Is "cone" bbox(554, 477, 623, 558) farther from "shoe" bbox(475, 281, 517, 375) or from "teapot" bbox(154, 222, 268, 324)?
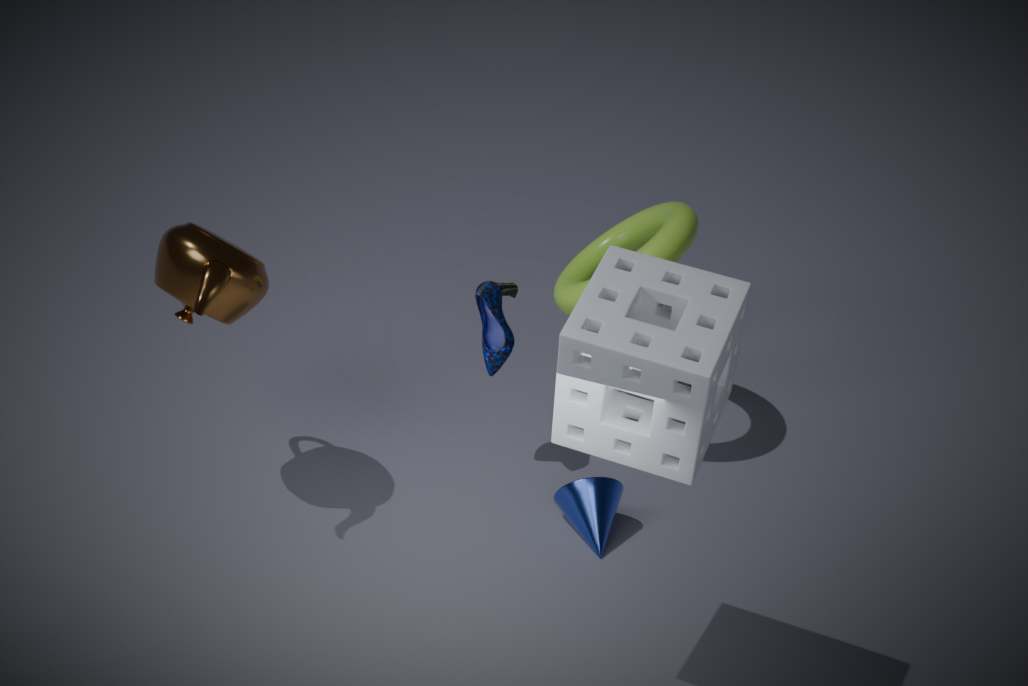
"teapot" bbox(154, 222, 268, 324)
